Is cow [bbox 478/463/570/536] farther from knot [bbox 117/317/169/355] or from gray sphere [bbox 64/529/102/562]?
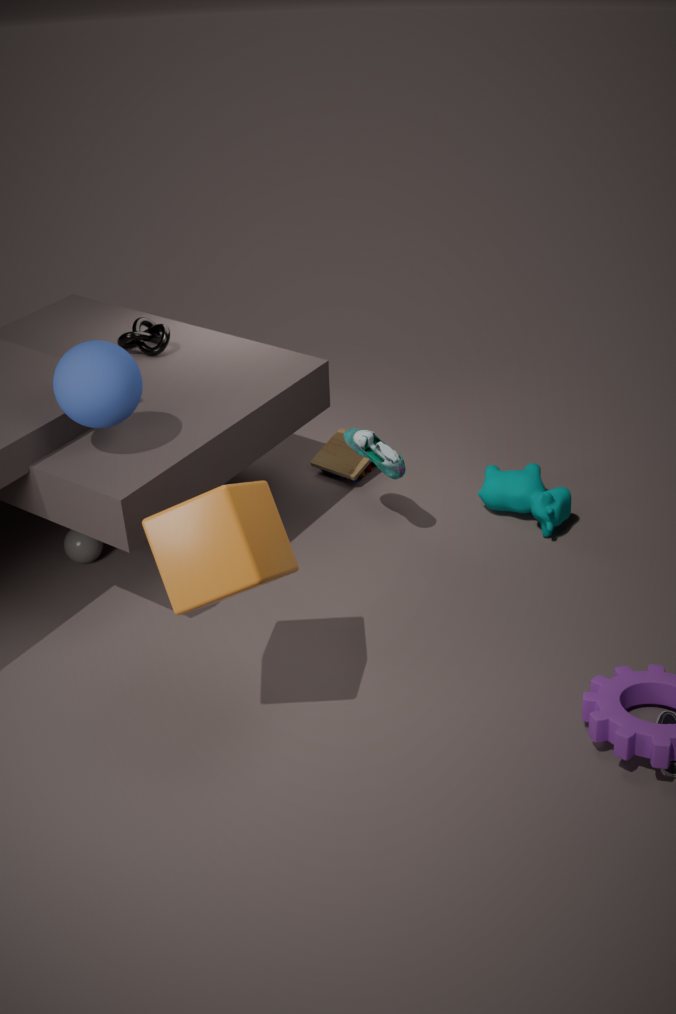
gray sphere [bbox 64/529/102/562]
